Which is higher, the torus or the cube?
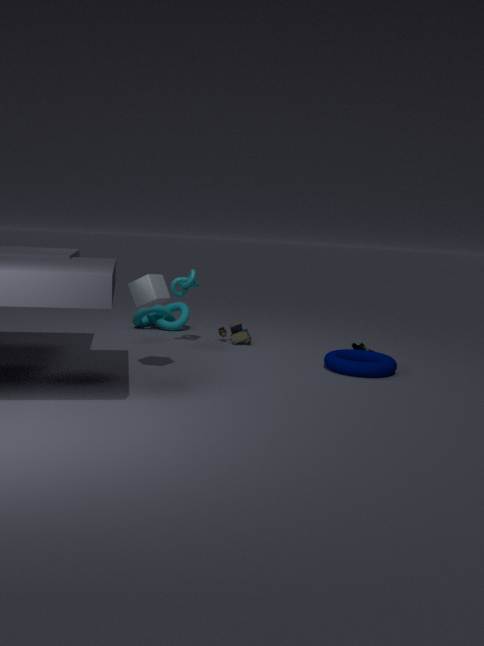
the cube
